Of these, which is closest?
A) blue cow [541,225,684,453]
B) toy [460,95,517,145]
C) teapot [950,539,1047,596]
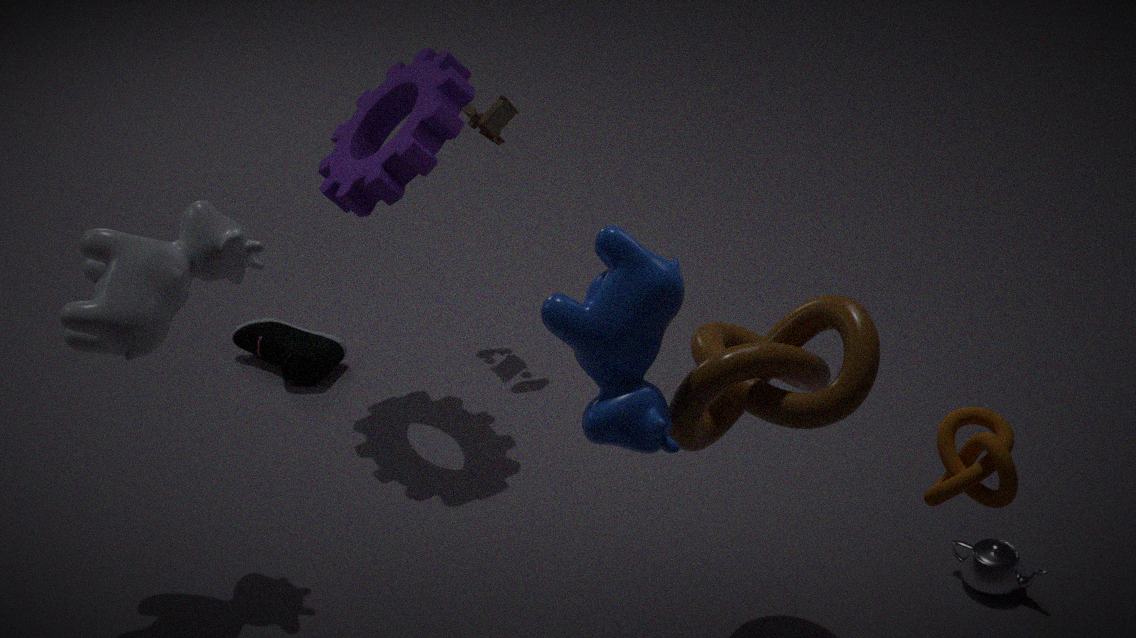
blue cow [541,225,684,453]
